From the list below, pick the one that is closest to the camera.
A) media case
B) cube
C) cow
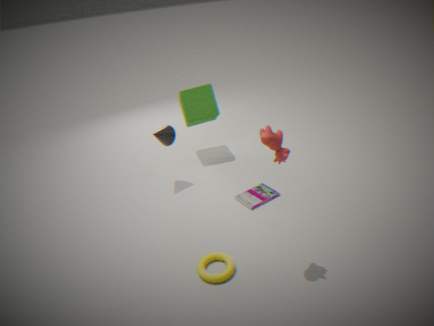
cow
